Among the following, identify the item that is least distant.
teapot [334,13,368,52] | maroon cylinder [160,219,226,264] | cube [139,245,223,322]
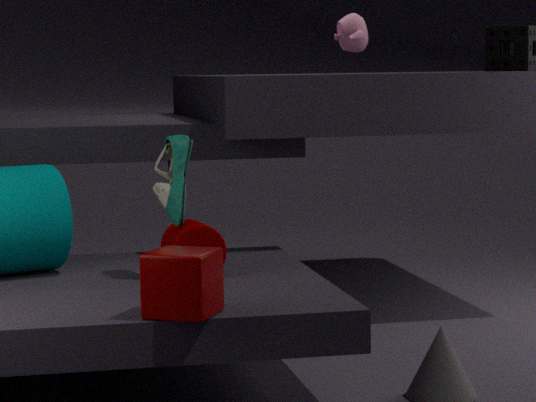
cube [139,245,223,322]
